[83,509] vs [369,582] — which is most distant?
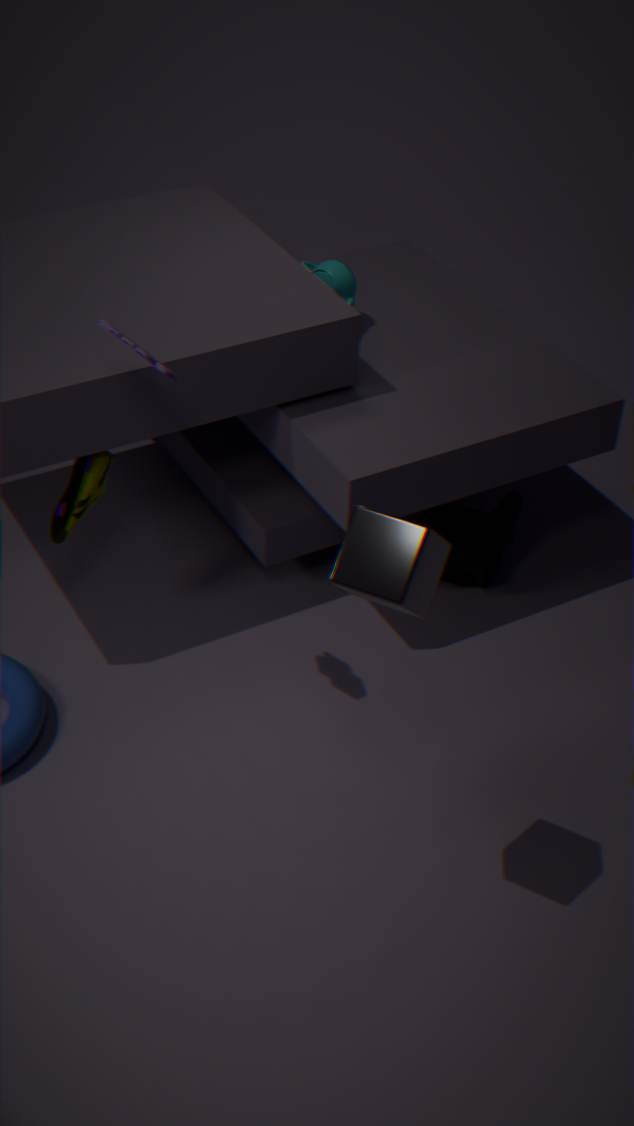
[83,509]
